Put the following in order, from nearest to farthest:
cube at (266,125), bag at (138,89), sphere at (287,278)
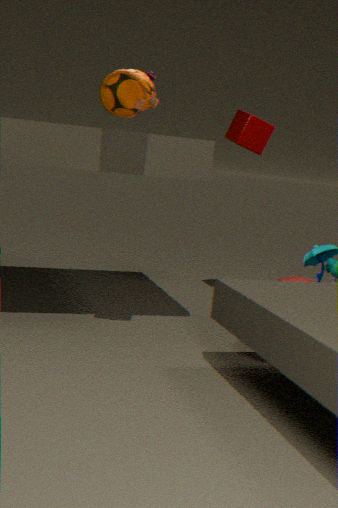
1. bag at (138,89)
2. sphere at (287,278)
3. cube at (266,125)
